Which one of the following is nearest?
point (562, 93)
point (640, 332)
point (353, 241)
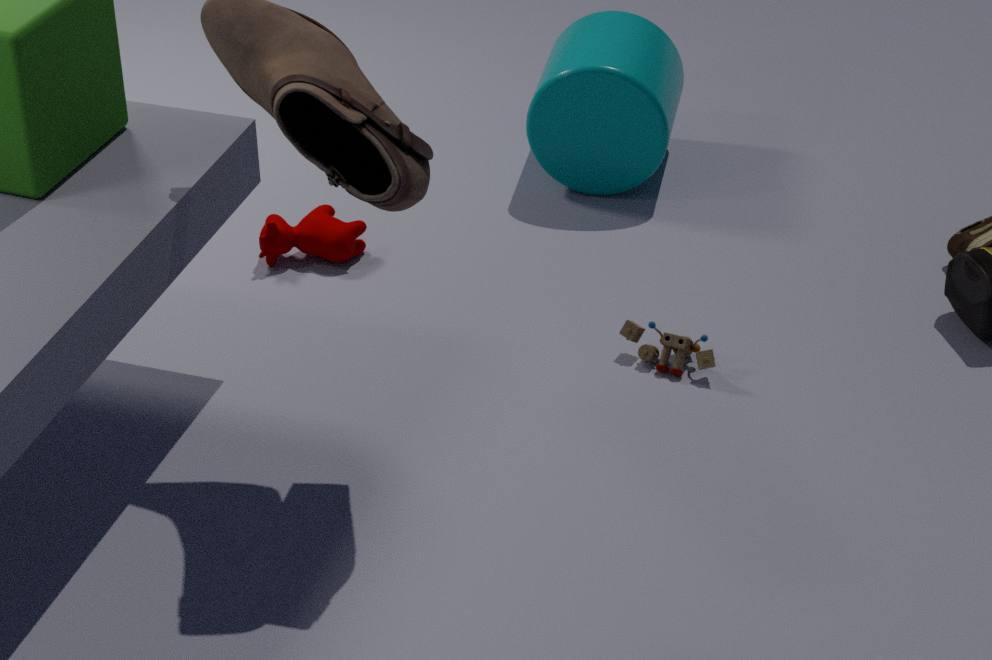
point (640, 332)
